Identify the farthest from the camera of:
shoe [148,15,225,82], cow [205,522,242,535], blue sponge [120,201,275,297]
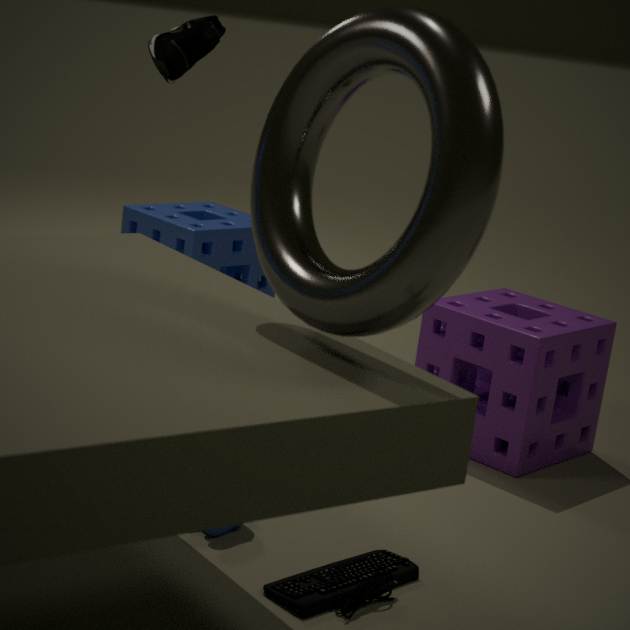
blue sponge [120,201,275,297]
